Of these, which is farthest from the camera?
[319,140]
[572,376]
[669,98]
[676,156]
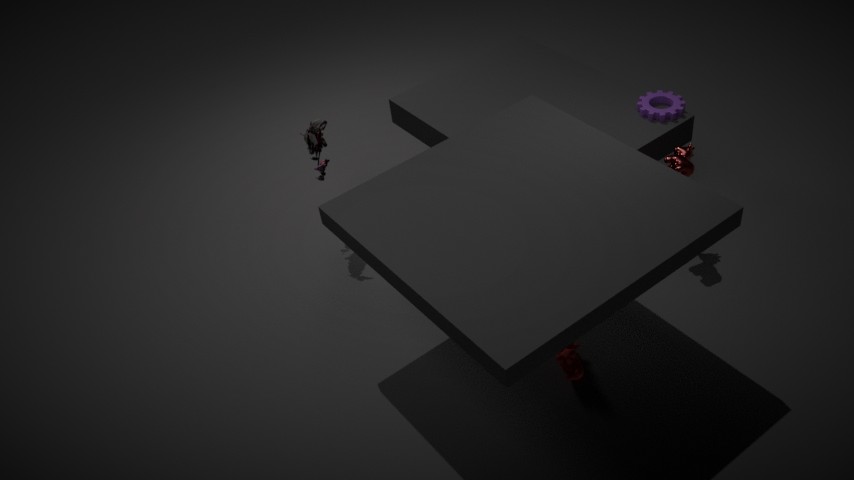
[669,98]
